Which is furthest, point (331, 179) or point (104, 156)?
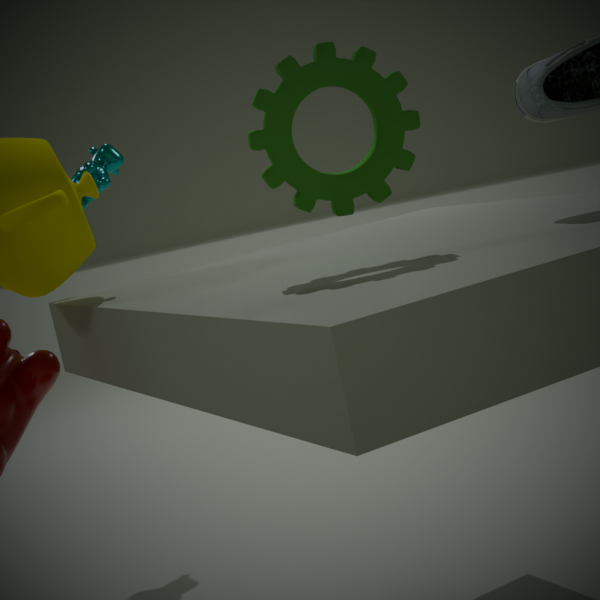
point (104, 156)
